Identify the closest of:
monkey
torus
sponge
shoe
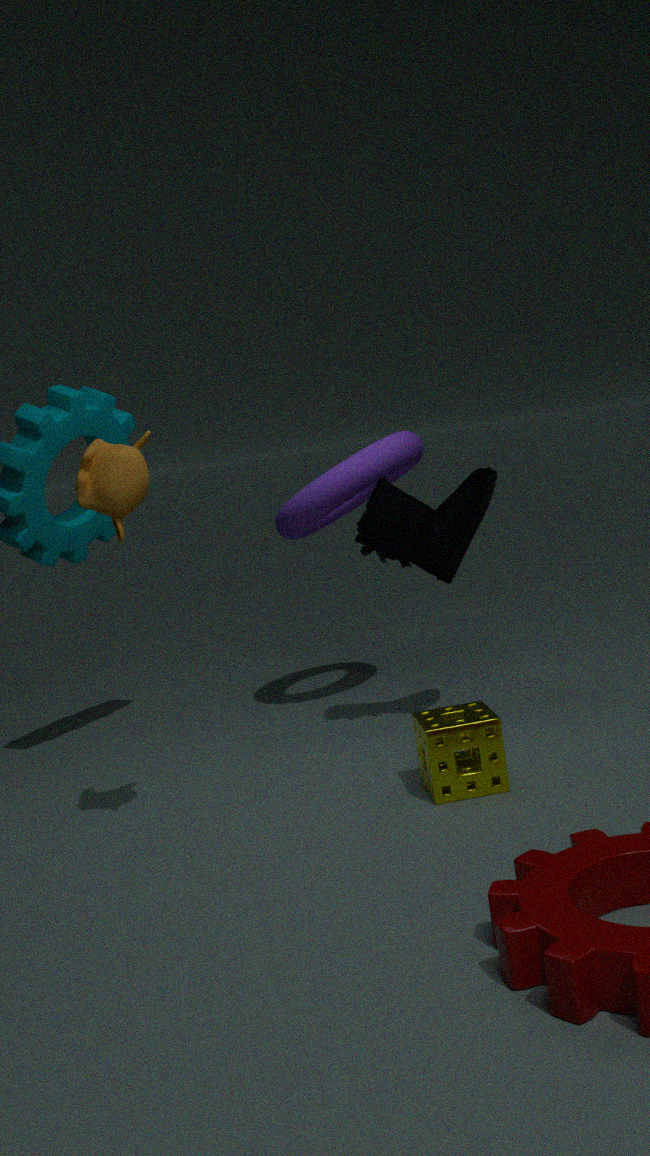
monkey
